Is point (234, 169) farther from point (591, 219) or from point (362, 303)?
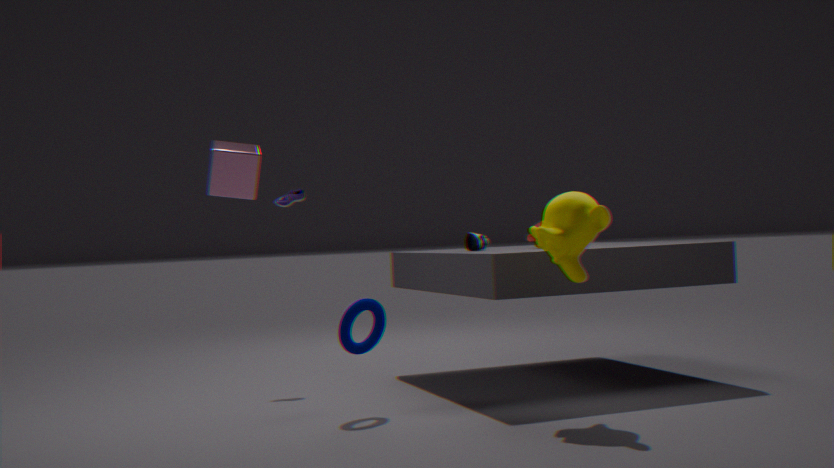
point (591, 219)
